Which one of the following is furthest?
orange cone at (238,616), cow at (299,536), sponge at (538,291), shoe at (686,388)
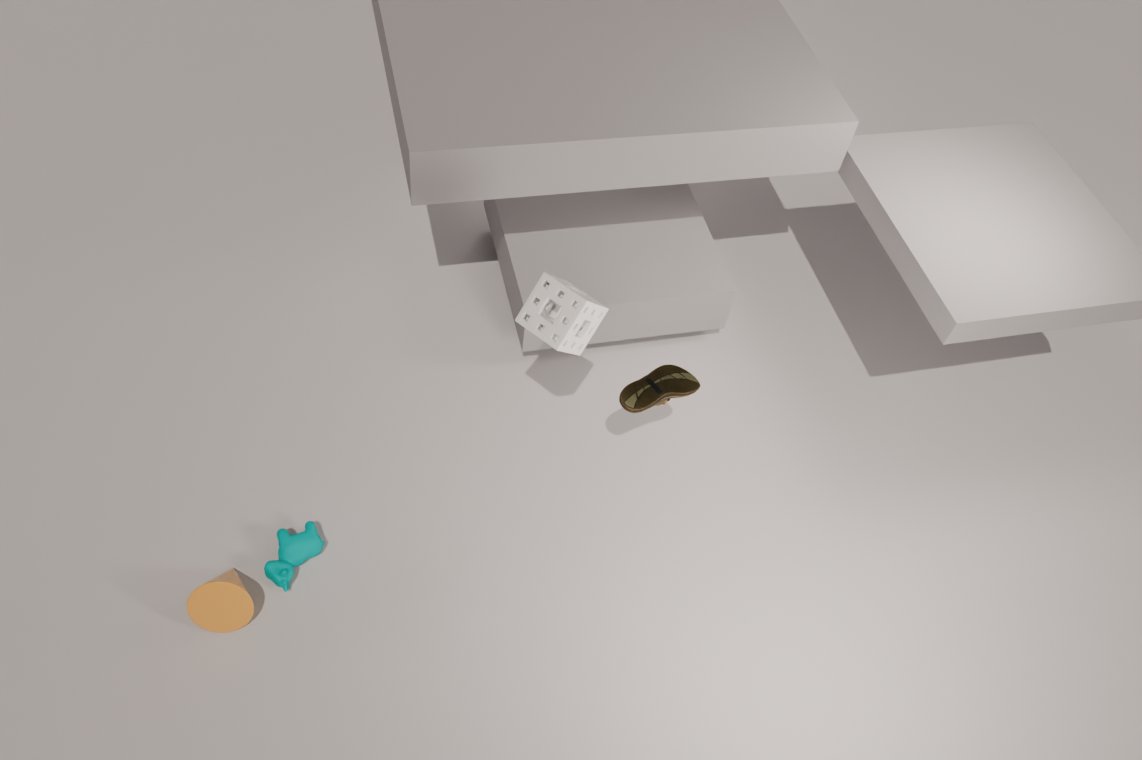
cow at (299,536)
